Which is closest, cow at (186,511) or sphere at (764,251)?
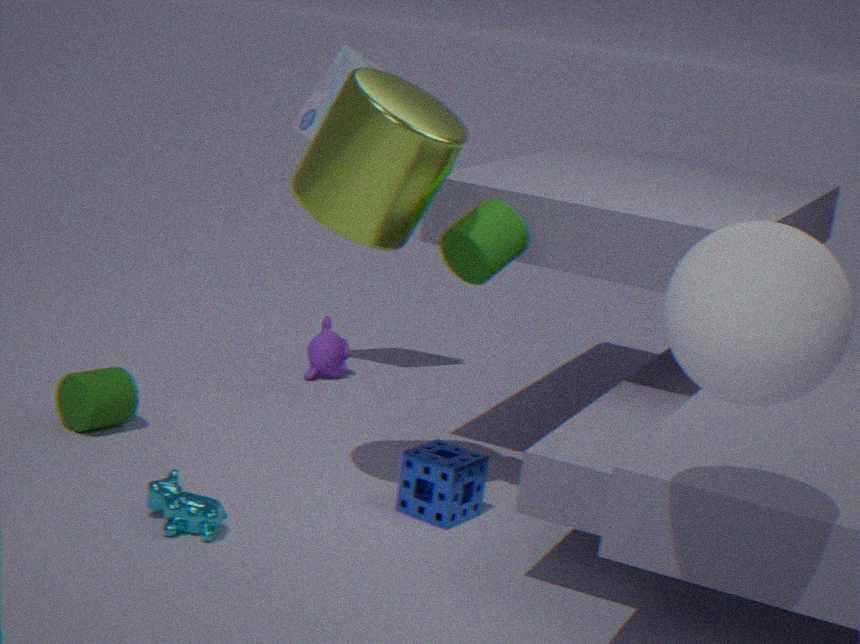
sphere at (764,251)
